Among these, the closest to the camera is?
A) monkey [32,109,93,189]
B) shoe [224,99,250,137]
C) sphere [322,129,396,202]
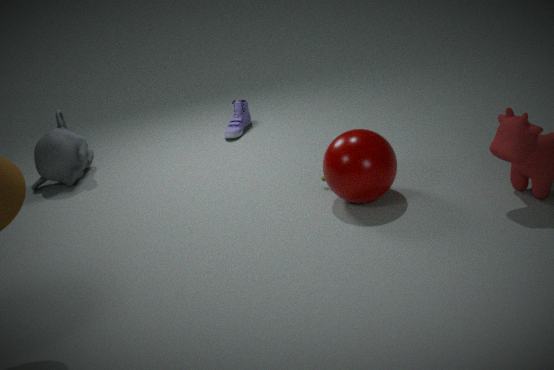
sphere [322,129,396,202]
